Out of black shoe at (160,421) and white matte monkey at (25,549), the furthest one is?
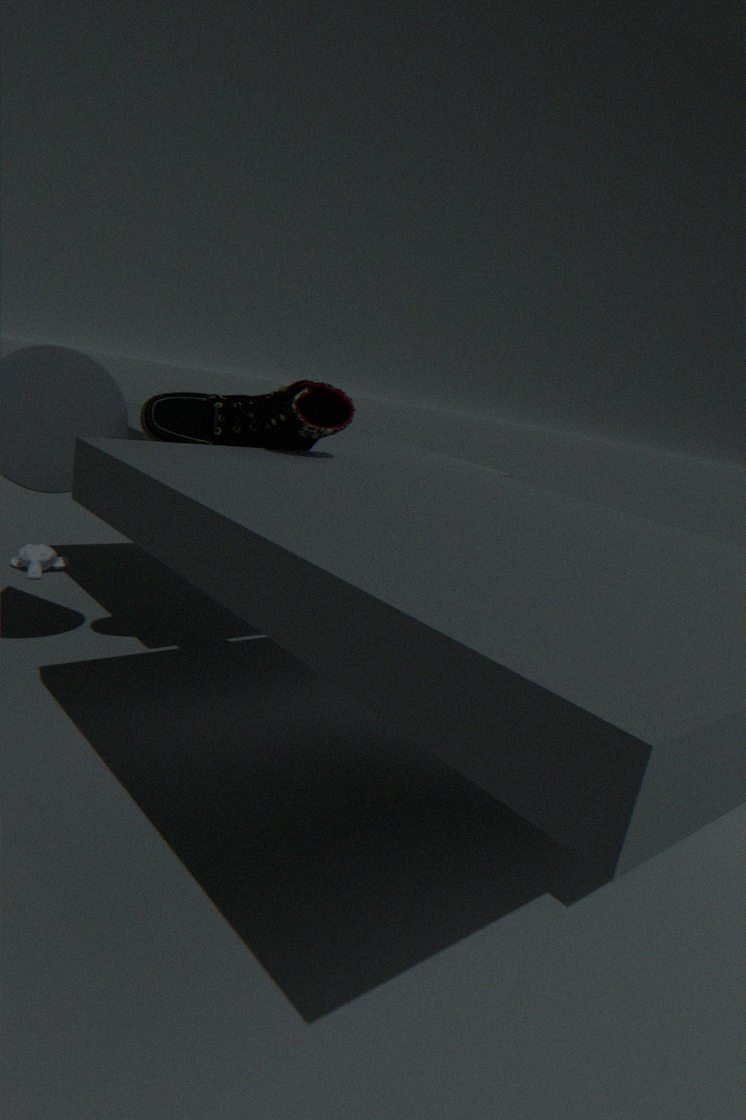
white matte monkey at (25,549)
